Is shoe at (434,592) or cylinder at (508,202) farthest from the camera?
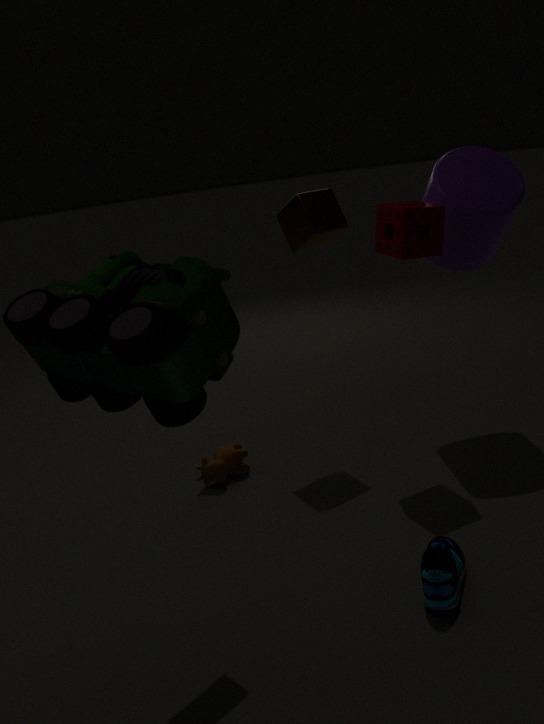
cylinder at (508,202)
